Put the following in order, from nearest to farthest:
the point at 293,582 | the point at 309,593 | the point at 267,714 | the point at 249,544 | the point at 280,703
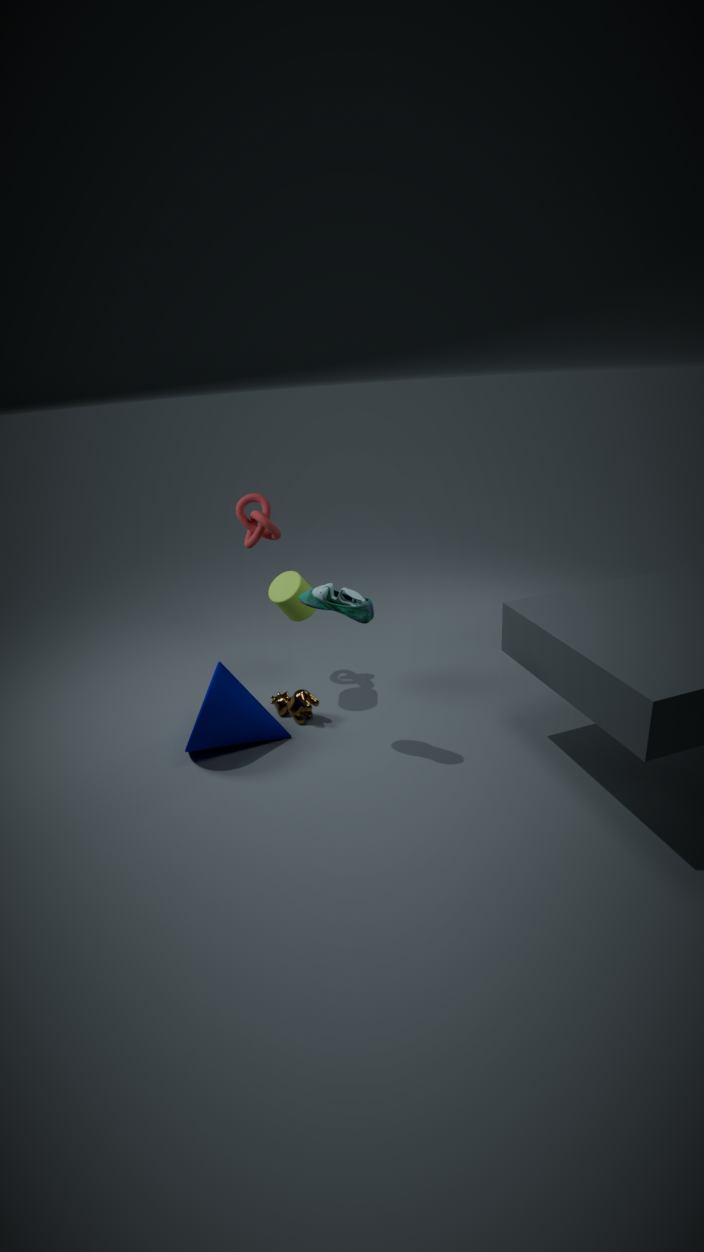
the point at 309,593 < the point at 267,714 < the point at 293,582 < the point at 280,703 < the point at 249,544
